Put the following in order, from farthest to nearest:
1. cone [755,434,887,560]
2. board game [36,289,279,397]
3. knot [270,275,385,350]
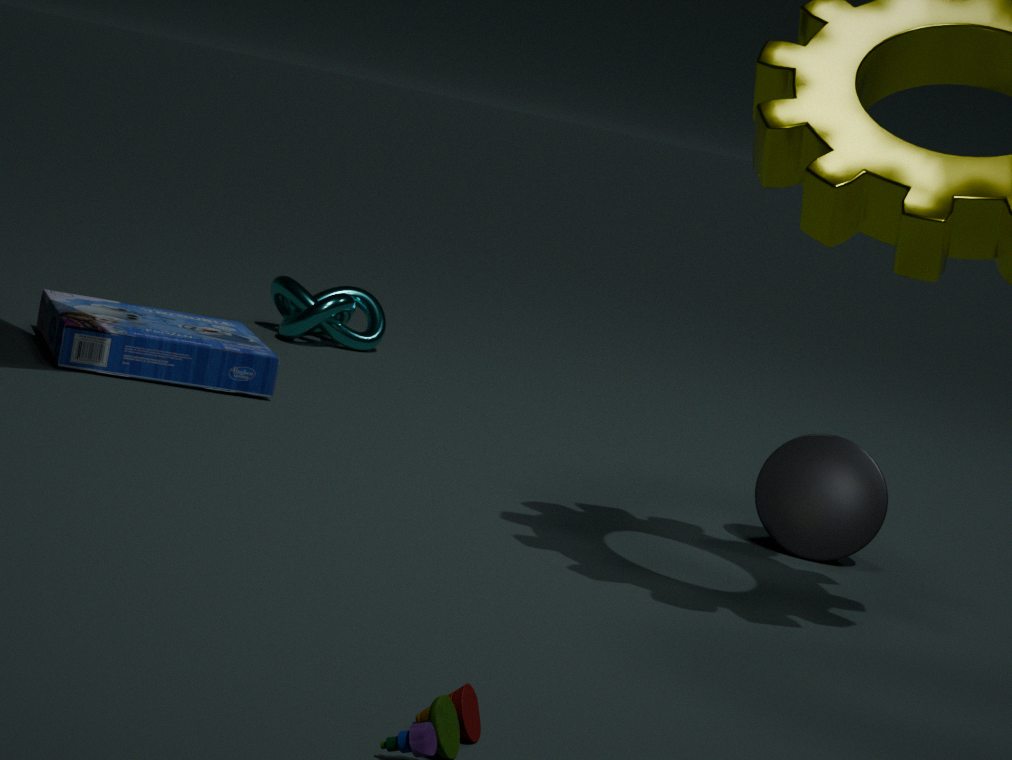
1. knot [270,275,385,350]
2. board game [36,289,279,397]
3. cone [755,434,887,560]
